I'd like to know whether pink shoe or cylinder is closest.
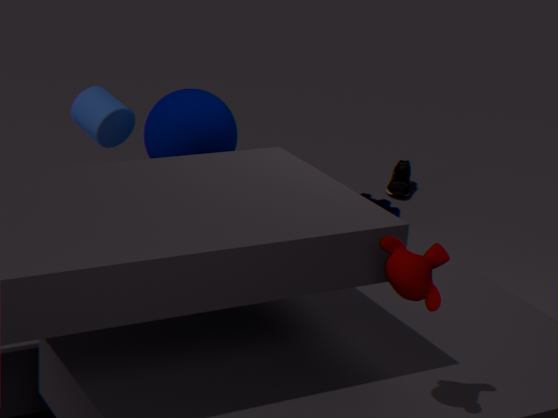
cylinder
